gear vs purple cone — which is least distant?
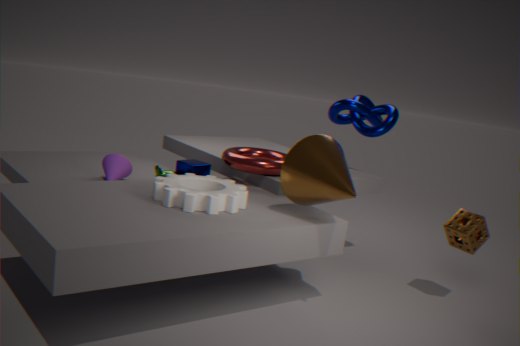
gear
